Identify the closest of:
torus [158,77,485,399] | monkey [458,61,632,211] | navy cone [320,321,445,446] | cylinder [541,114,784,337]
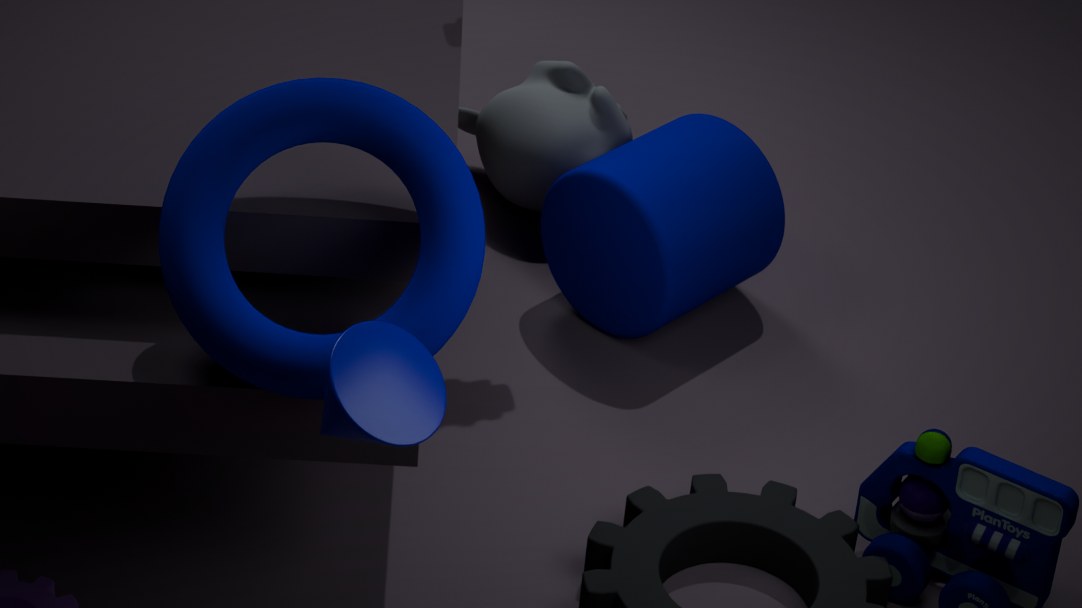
navy cone [320,321,445,446]
